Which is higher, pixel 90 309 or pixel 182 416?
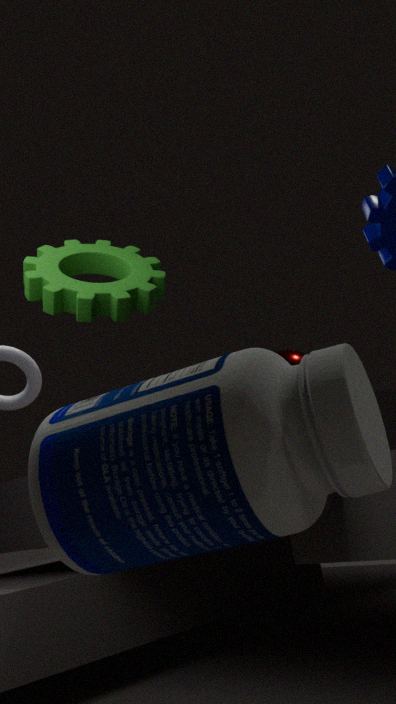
pixel 90 309
